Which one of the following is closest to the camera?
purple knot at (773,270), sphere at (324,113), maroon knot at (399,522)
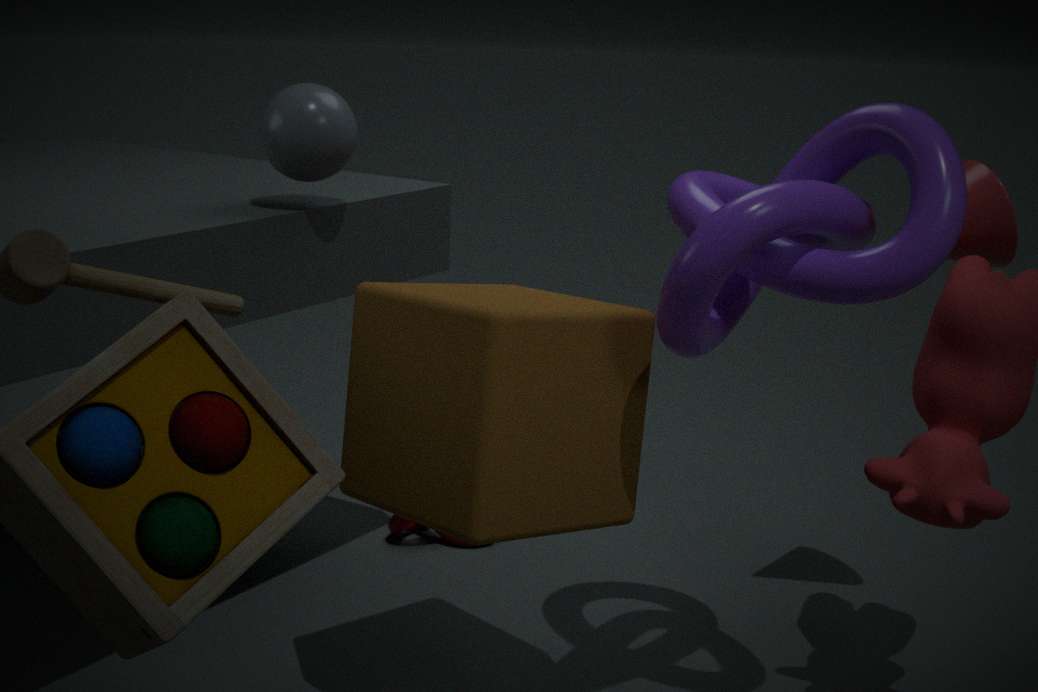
purple knot at (773,270)
